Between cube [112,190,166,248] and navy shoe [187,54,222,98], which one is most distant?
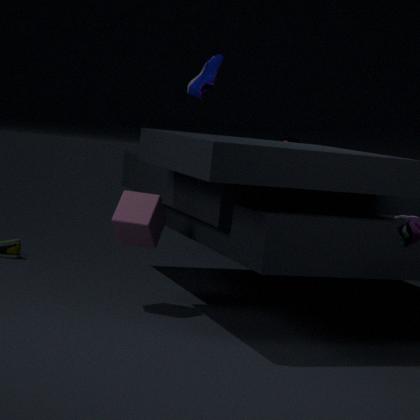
navy shoe [187,54,222,98]
